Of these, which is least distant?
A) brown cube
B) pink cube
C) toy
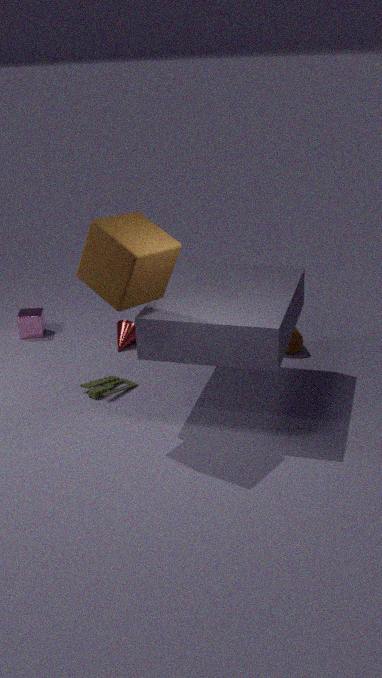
brown cube
